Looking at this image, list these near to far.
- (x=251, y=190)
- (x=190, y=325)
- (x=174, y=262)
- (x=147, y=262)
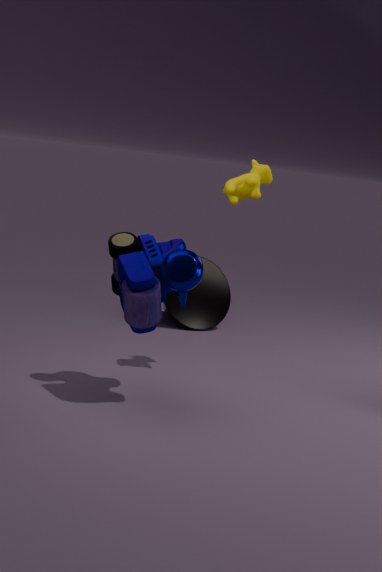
(x=174, y=262) < (x=147, y=262) < (x=251, y=190) < (x=190, y=325)
